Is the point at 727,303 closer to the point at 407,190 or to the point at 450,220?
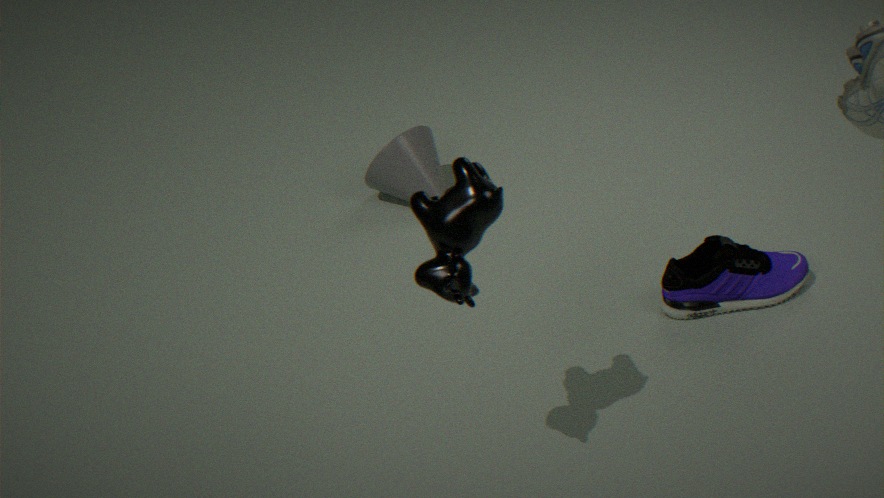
the point at 450,220
